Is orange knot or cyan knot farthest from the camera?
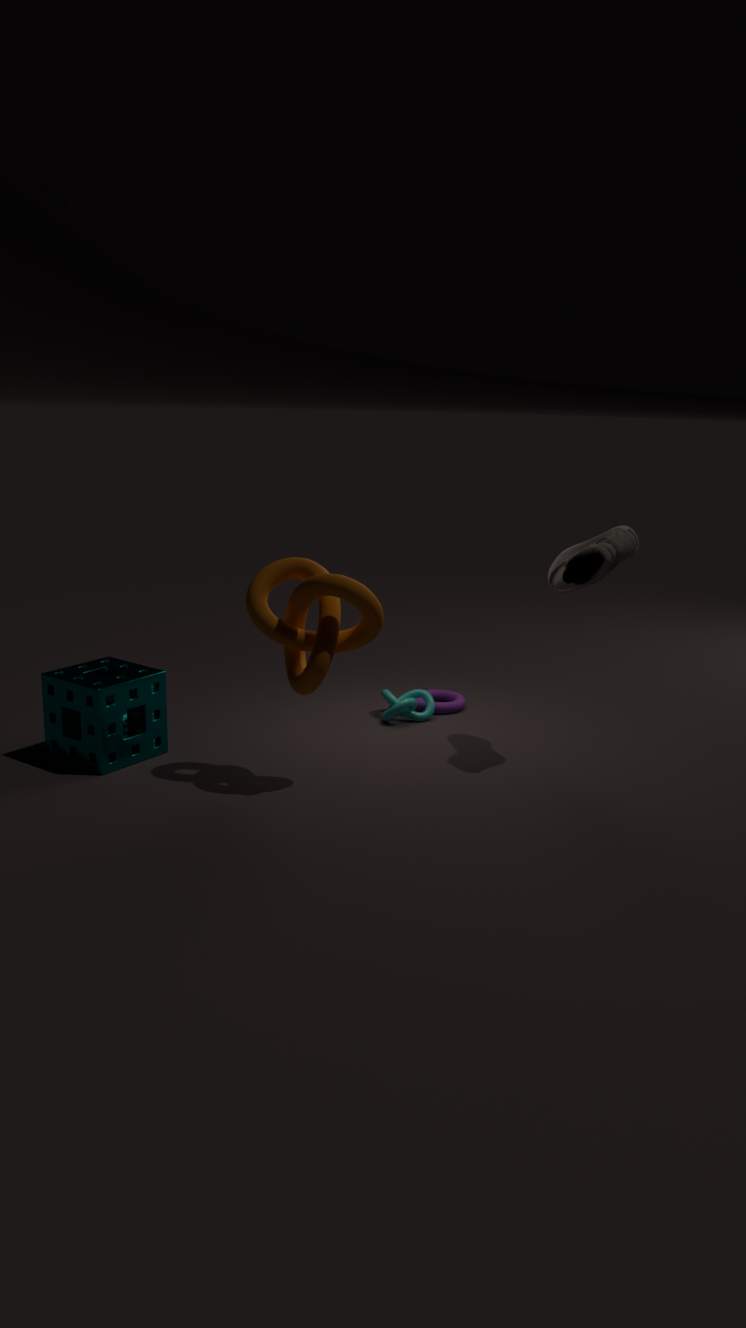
cyan knot
